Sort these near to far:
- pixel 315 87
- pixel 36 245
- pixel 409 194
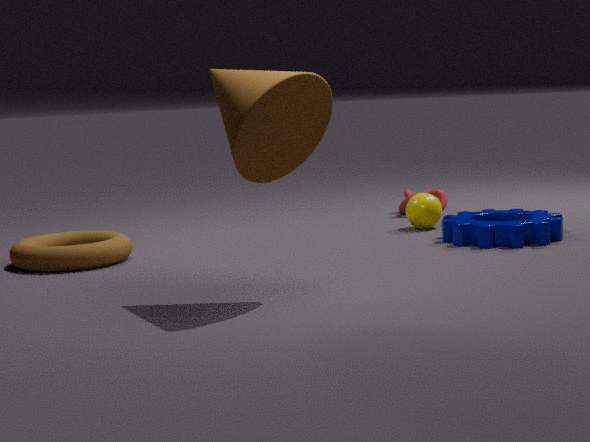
pixel 315 87
pixel 36 245
pixel 409 194
